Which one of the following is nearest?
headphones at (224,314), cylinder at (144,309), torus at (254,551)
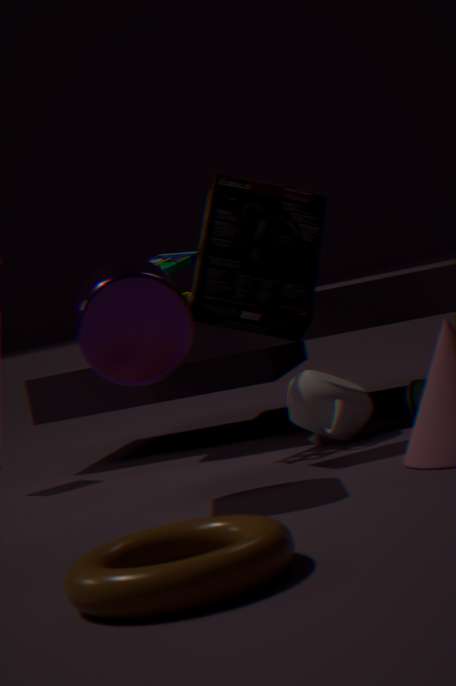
torus at (254,551)
